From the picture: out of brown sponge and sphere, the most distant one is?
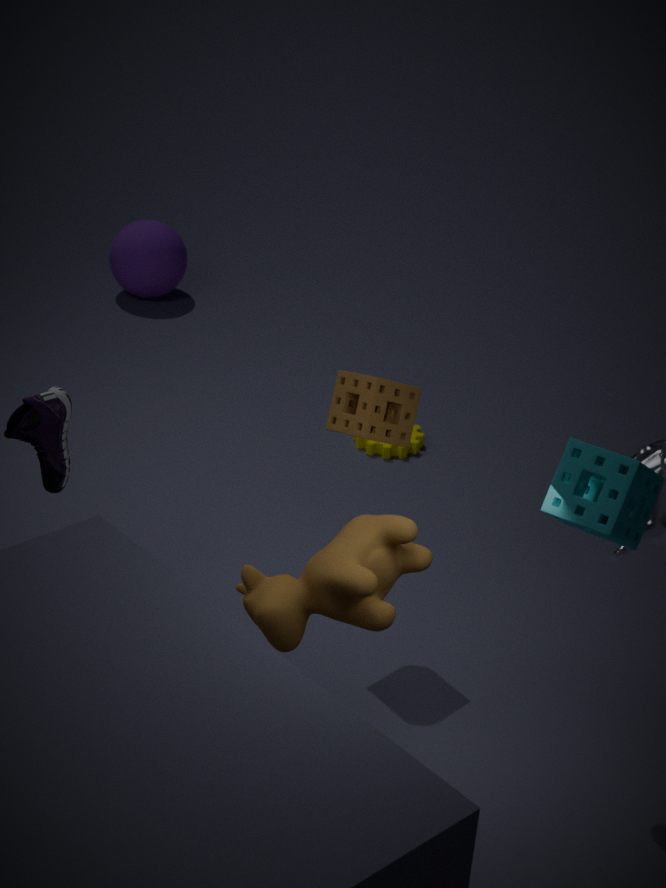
sphere
